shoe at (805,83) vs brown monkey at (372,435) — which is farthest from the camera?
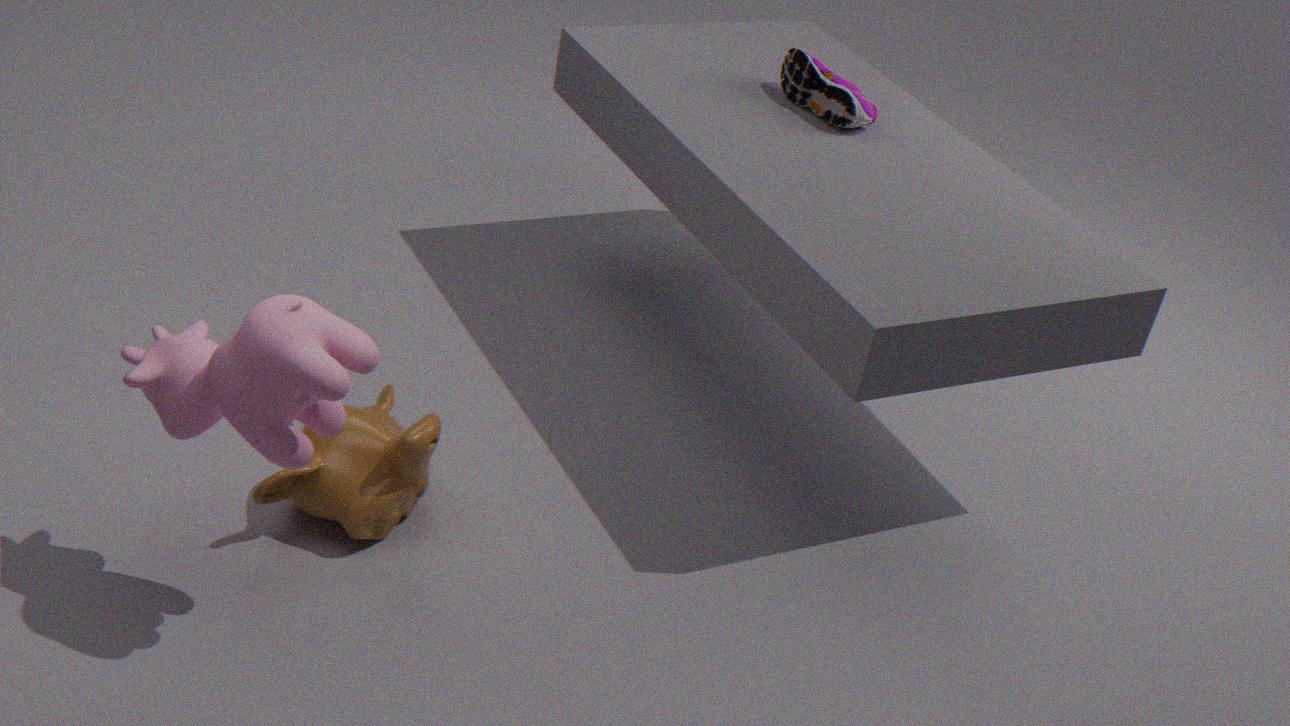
shoe at (805,83)
